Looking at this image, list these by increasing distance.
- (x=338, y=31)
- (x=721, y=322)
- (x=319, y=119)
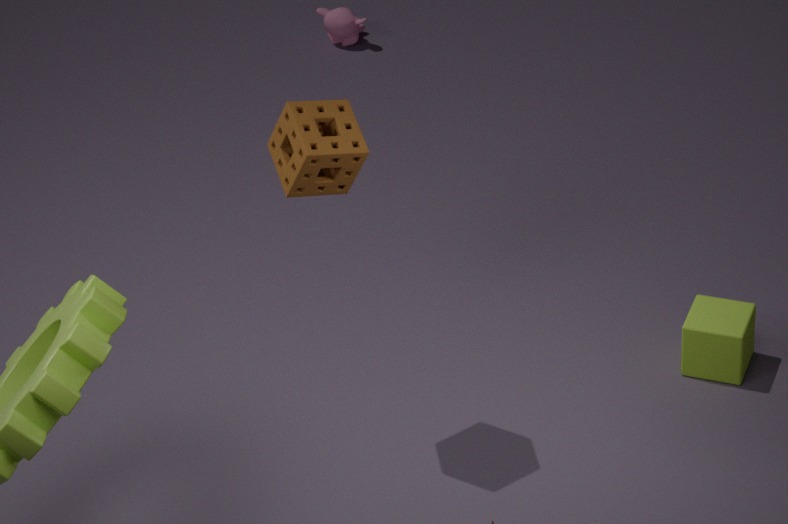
(x=319, y=119) < (x=721, y=322) < (x=338, y=31)
